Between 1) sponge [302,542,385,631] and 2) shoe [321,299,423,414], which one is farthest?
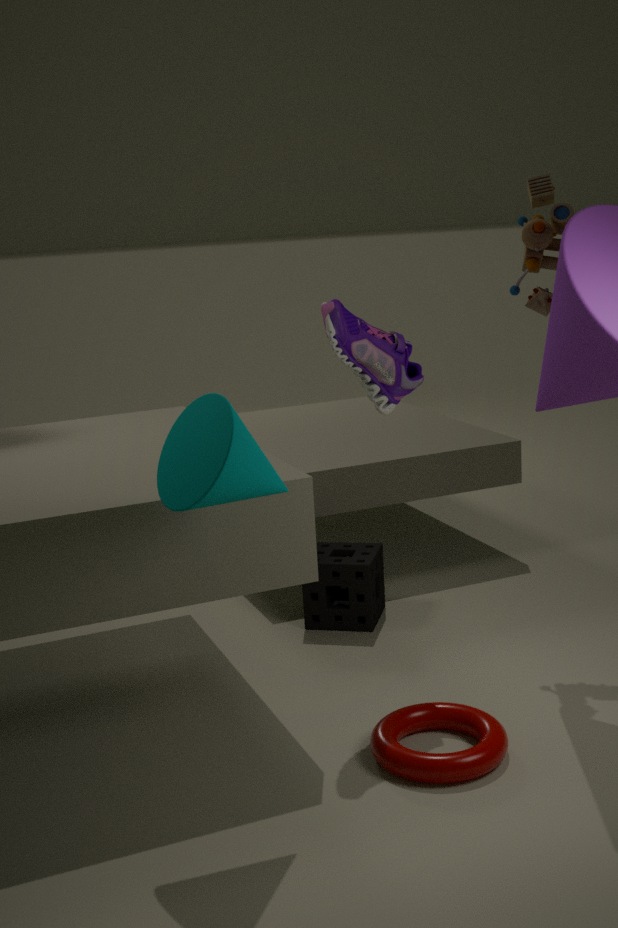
1. sponge [302,542,385,631]
